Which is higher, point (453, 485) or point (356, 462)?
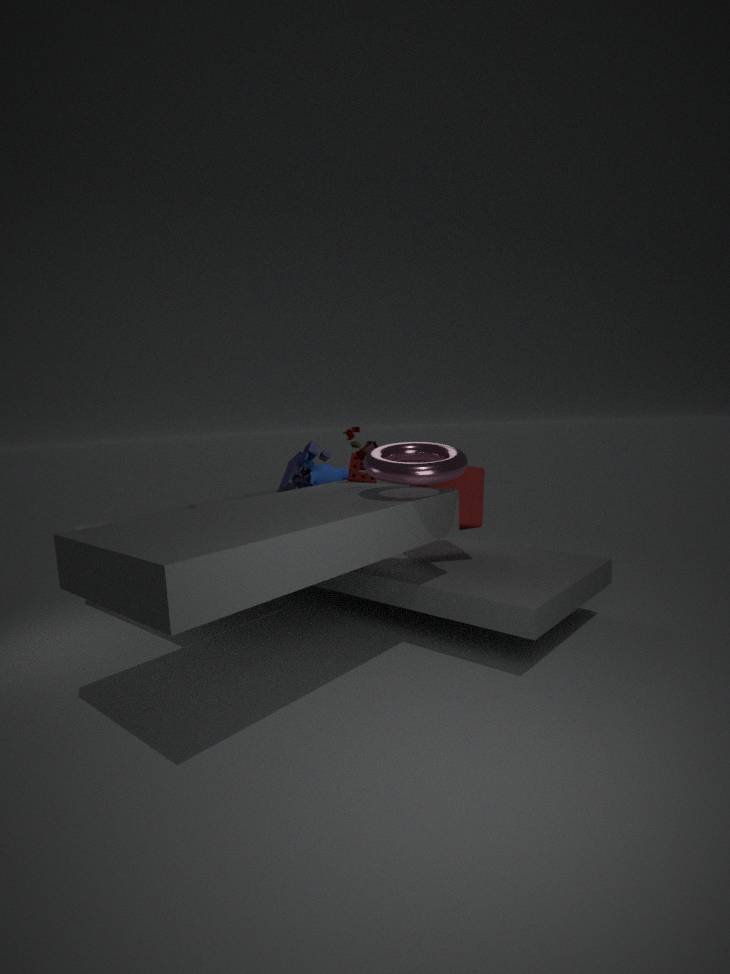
point (356, 462)
